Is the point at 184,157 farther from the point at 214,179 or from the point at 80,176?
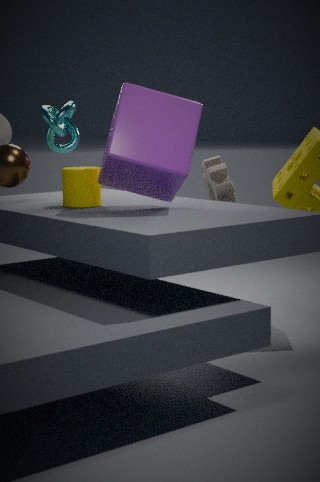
the point at 214,179
